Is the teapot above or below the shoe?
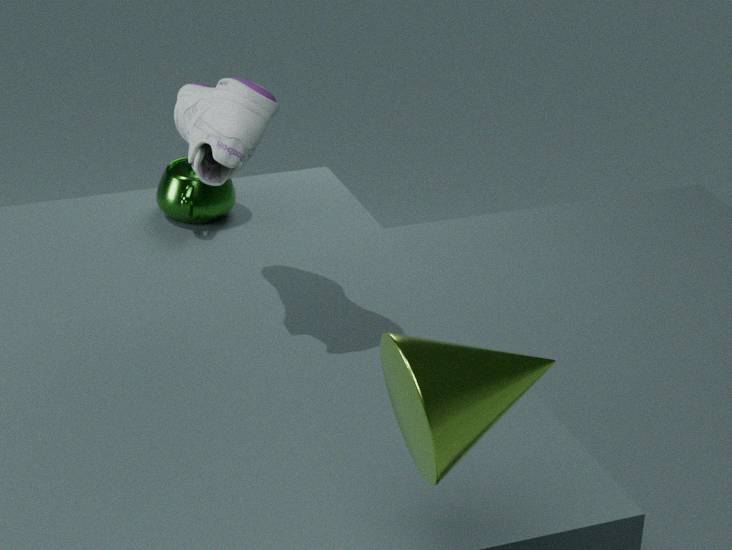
below
